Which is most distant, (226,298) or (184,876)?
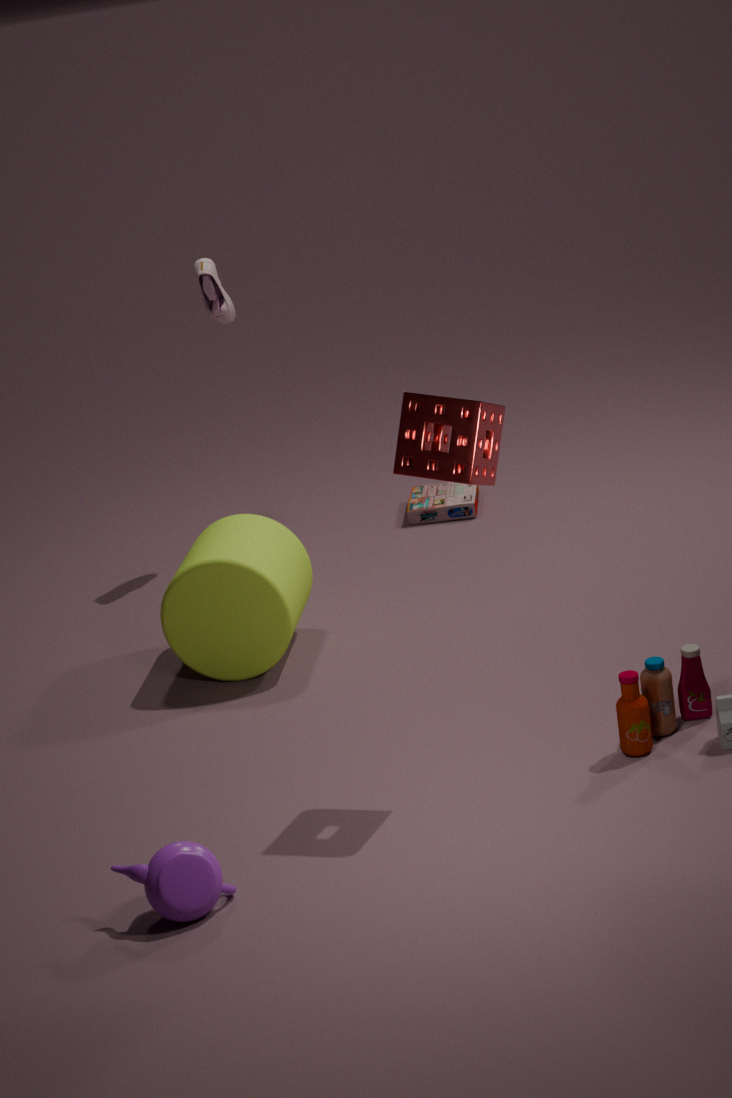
(226,298)
